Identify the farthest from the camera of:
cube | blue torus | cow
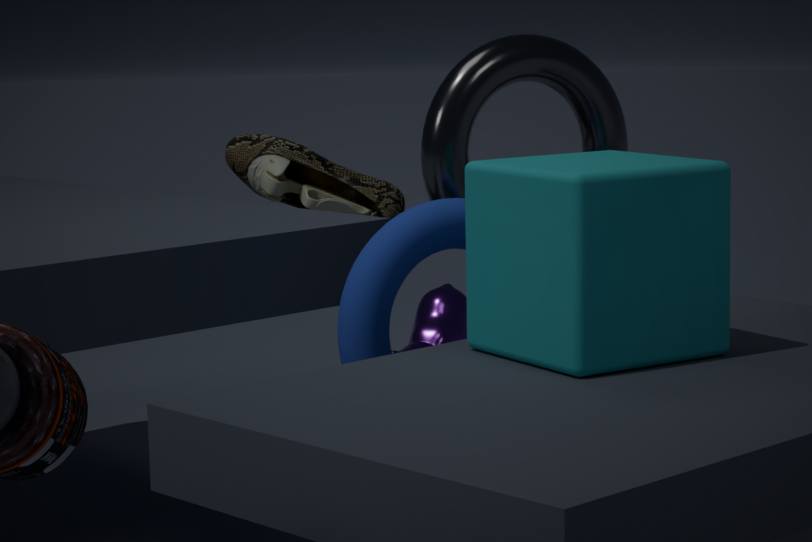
cow
